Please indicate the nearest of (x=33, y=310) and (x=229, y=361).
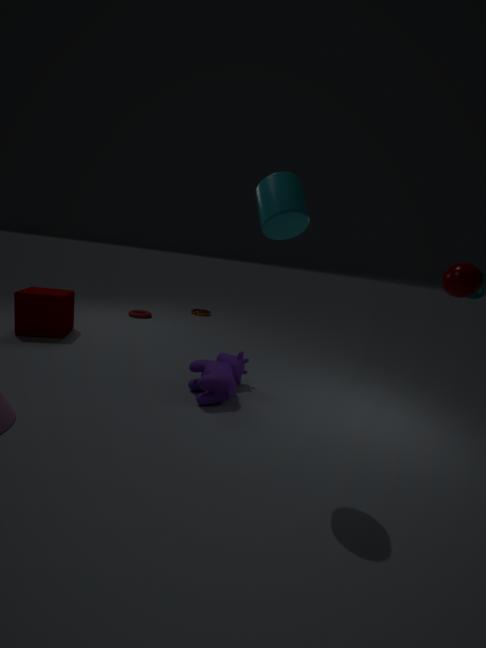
(x=229, y=361)
